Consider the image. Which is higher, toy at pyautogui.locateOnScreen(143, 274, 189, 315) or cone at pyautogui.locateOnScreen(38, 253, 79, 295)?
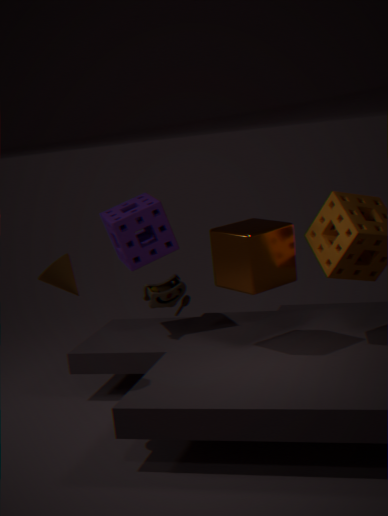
cone at pyautogui.locateOnScreen(38, 253, 79, 295)
